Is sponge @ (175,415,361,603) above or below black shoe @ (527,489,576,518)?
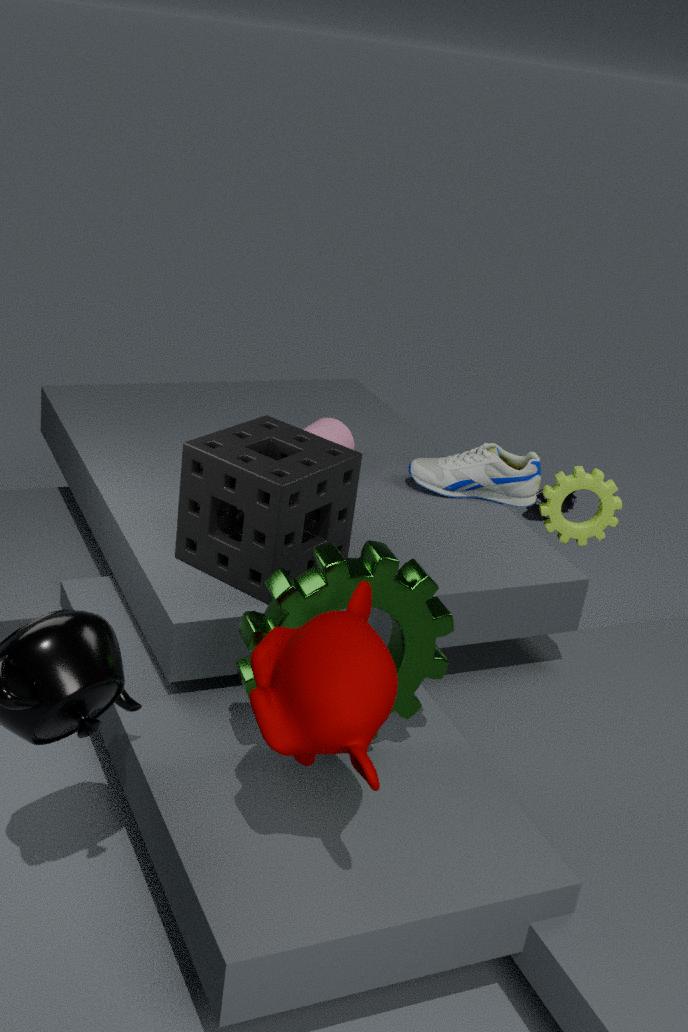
above
